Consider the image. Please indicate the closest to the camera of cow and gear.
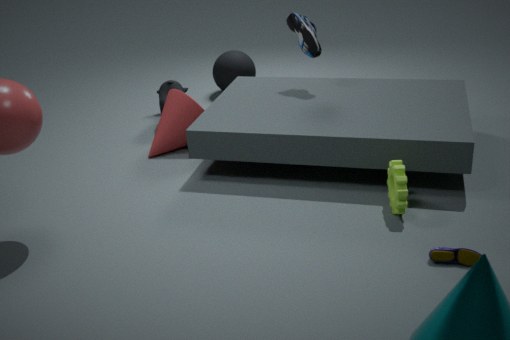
gear
